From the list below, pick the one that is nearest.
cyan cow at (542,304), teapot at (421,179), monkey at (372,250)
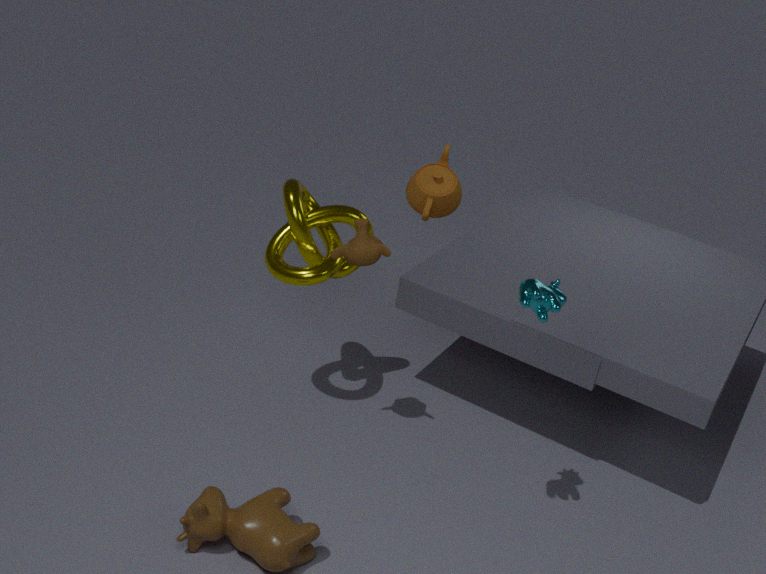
cyan cow at (542,304)
